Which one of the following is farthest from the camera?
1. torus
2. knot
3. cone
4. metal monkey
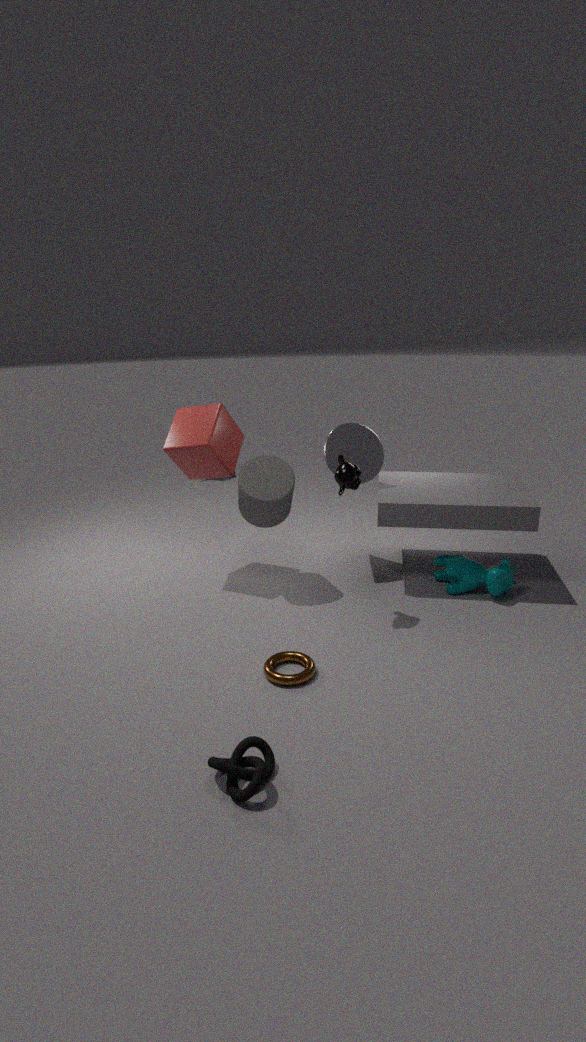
cone
